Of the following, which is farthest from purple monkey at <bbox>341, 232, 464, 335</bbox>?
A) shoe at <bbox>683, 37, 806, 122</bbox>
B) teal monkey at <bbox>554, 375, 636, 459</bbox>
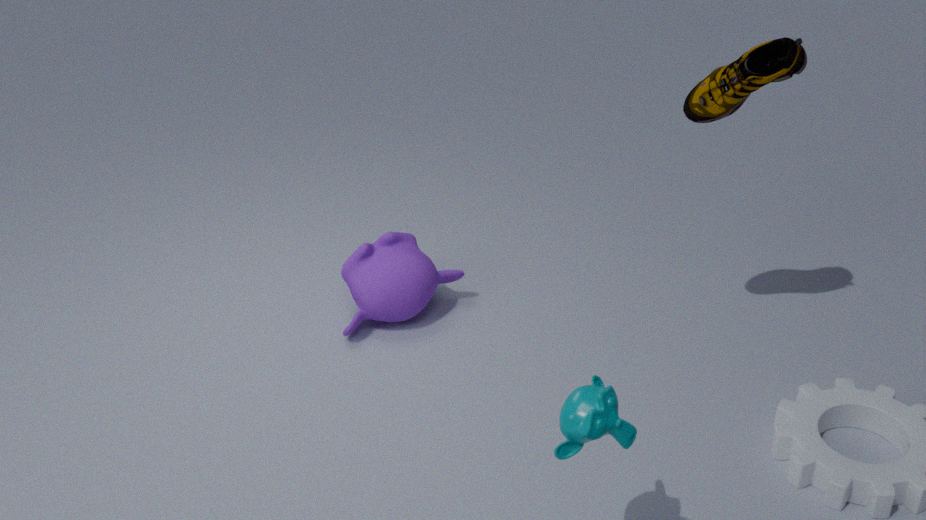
teal monkey at <bbox>554, 375, 636, 459</bbox>
